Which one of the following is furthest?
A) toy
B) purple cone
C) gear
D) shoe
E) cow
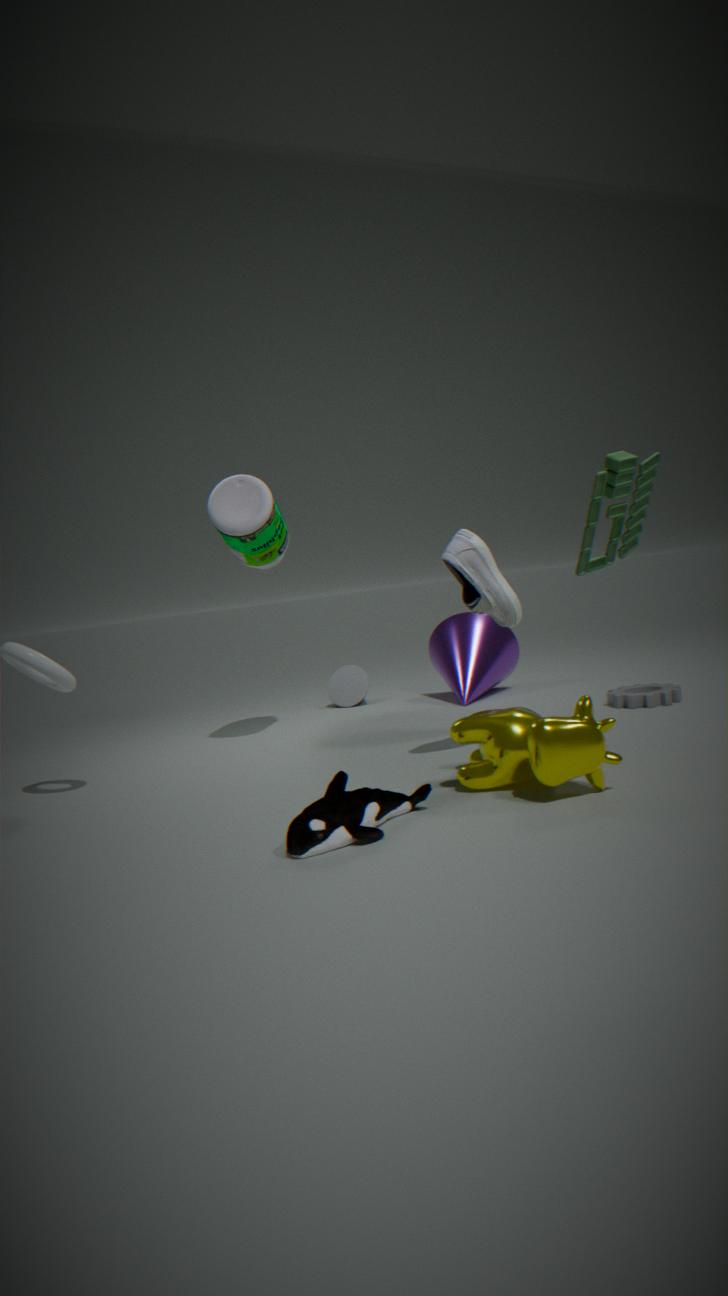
purple cone
